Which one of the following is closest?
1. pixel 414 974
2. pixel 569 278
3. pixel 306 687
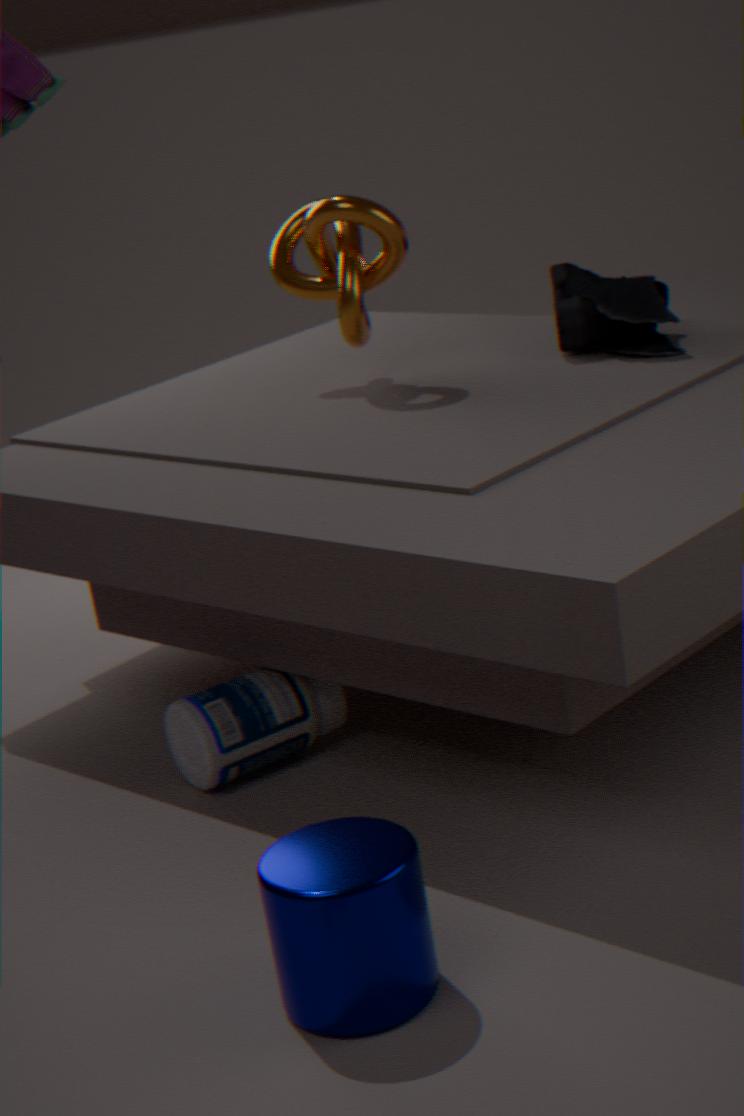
pixel 414 974
